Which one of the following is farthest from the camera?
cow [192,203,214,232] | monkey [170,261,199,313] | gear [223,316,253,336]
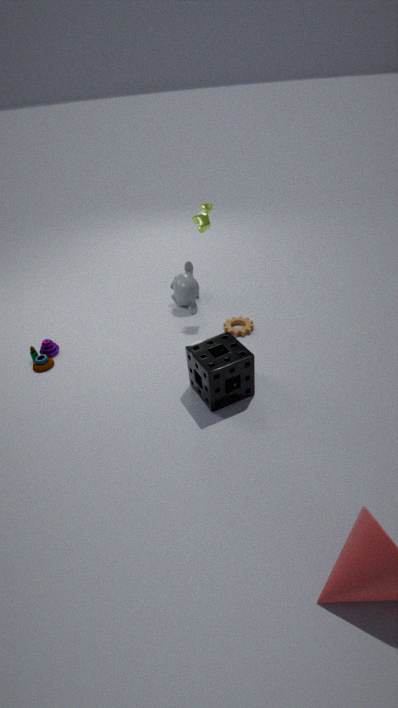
monkey [170,261,199,313]
